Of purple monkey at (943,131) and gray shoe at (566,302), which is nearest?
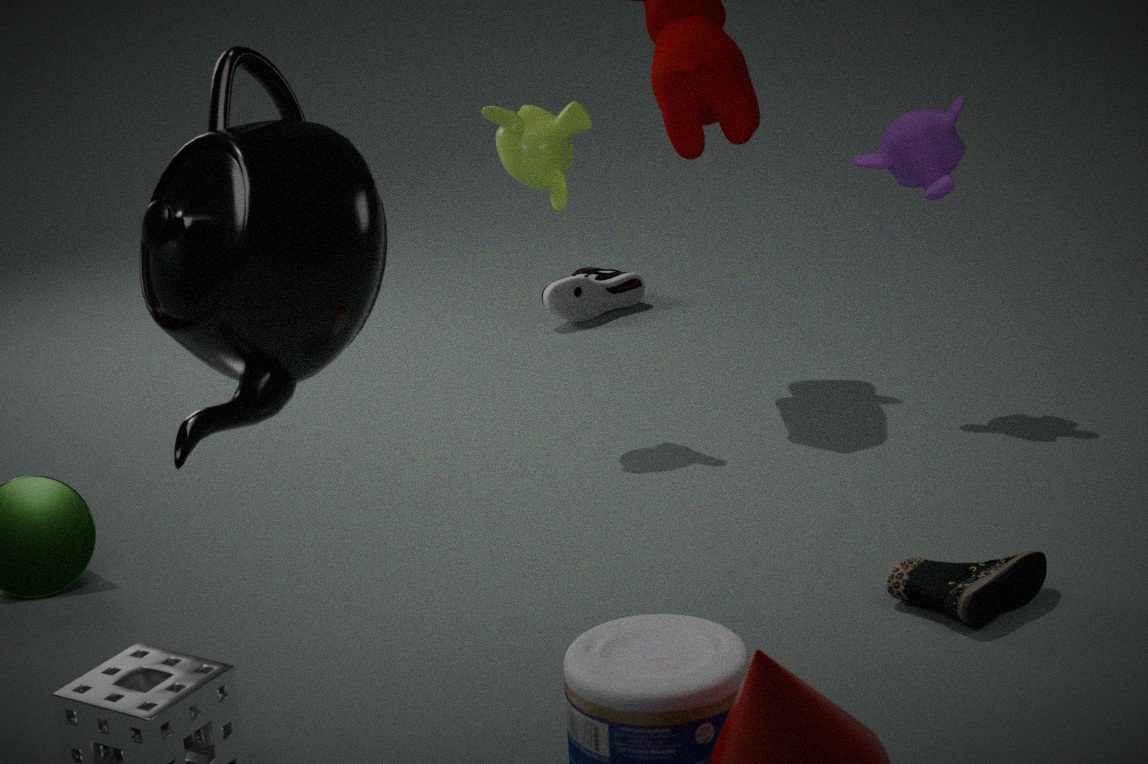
purple monkey at (943,131)
